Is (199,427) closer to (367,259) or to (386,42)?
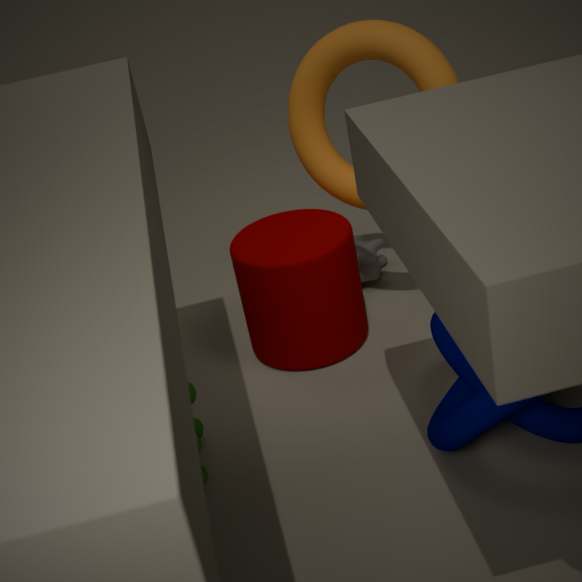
(367,259)
